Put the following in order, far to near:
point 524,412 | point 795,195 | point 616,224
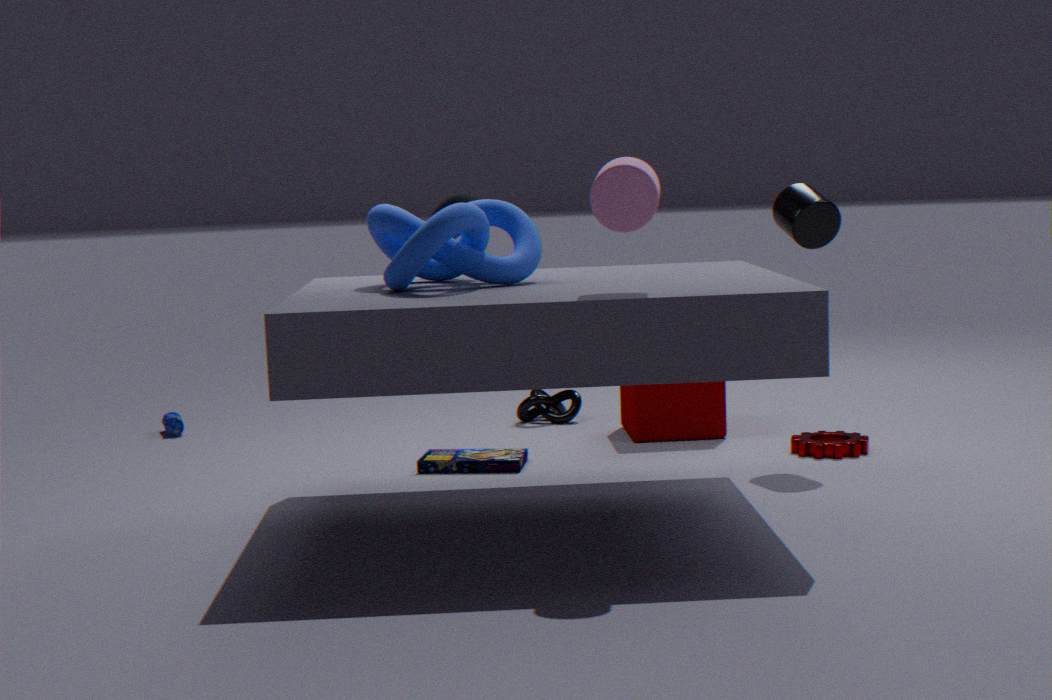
1. point 524,412
2. point 795,195
3. point 616,224
